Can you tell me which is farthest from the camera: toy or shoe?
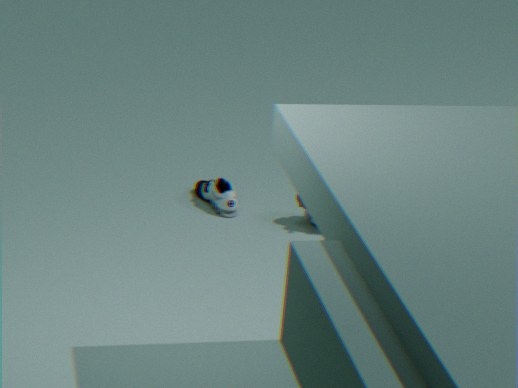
shoe
